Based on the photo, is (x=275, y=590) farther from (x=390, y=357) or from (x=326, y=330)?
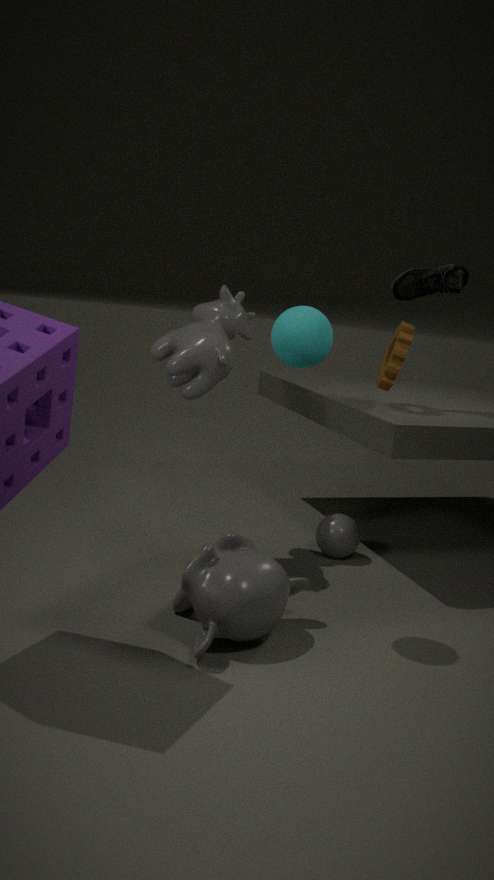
(x=390, y=357)
